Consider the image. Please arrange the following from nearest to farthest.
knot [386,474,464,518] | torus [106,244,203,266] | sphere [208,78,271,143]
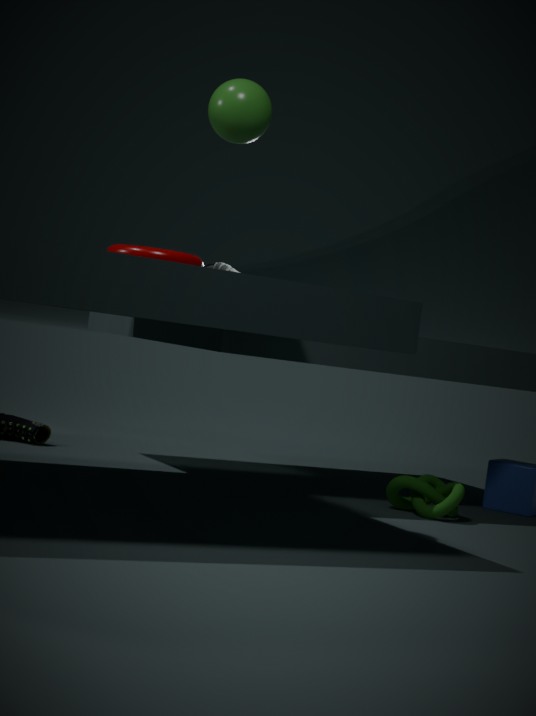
torus [106,244,203,266], sphere [208,78,271,143], knot [386,474,464,518]
